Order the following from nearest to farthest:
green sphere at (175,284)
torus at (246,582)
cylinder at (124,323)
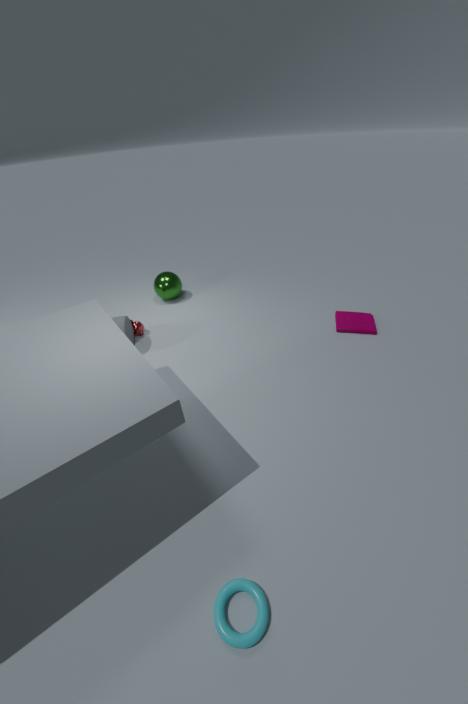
torus at (246,582)
cylinder at (124,323)
green sphere at (175,284)
